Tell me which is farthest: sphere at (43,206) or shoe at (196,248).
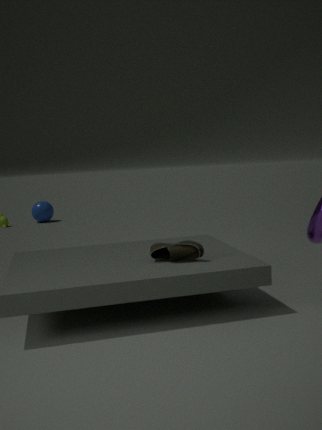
sphere at (43,206)
